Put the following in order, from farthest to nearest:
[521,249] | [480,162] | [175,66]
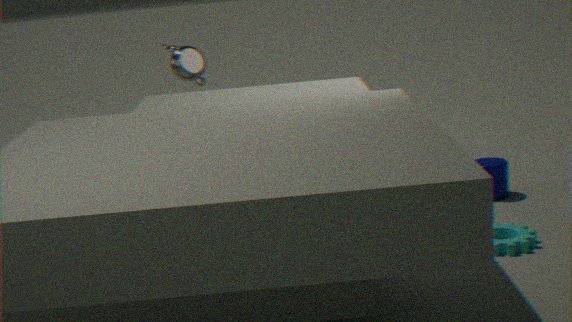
[480,162] → [175,66] → [521,249]
